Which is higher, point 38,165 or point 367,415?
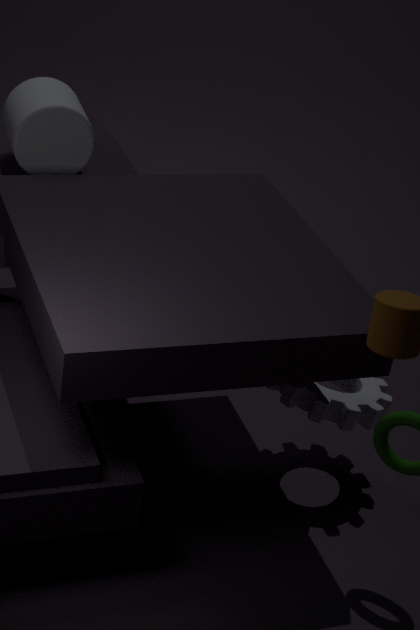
point 38,165
